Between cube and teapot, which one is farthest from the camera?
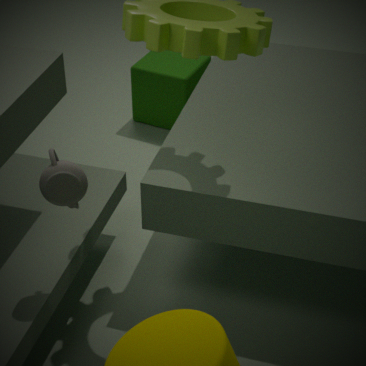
cube
